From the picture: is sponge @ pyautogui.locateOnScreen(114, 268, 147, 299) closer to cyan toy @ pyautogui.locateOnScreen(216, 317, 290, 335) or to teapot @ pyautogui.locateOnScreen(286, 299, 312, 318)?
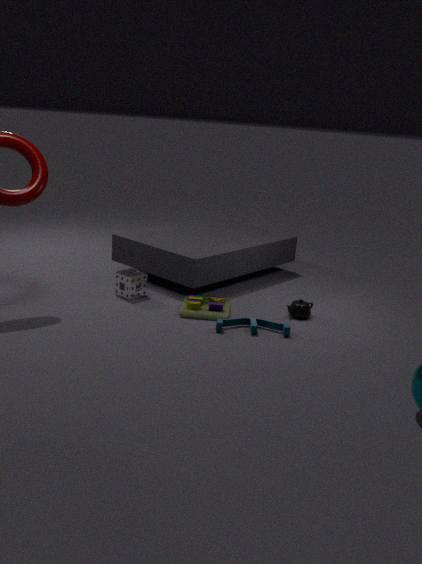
cyan toy @ pyautogui.locateOnScreen(216, 317, 290, 335)
